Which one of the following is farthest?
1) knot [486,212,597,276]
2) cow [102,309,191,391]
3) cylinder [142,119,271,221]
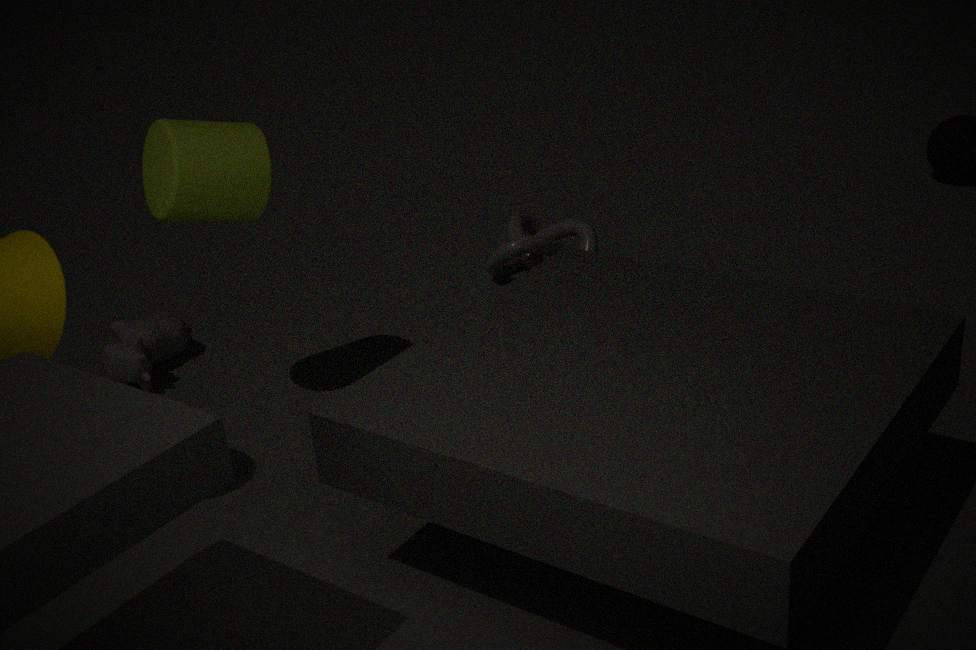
1. knot [486,212,597,276]
